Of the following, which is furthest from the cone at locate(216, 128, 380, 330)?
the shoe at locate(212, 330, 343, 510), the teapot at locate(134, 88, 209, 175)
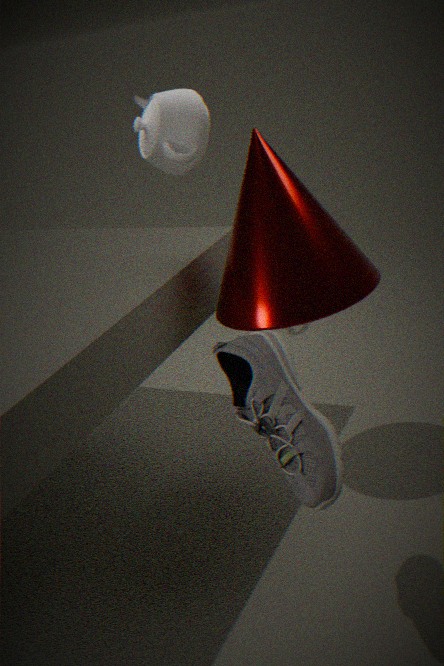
the teapot at locate(134, 88, 209, 175)
